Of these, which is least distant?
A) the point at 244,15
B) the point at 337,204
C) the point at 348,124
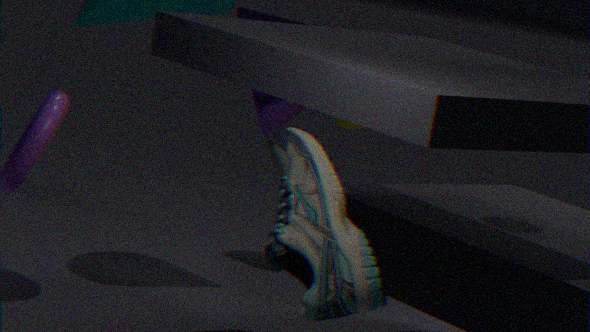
the point at 337,204
